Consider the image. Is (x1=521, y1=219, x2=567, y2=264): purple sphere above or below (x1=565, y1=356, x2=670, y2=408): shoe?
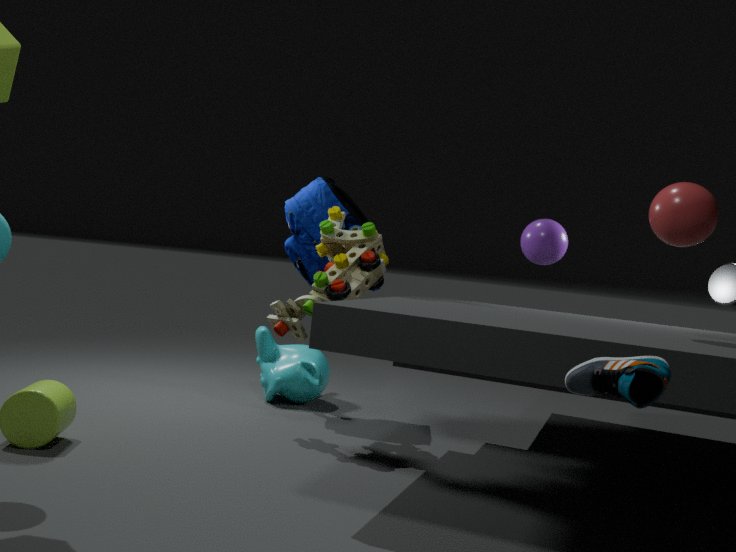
above
